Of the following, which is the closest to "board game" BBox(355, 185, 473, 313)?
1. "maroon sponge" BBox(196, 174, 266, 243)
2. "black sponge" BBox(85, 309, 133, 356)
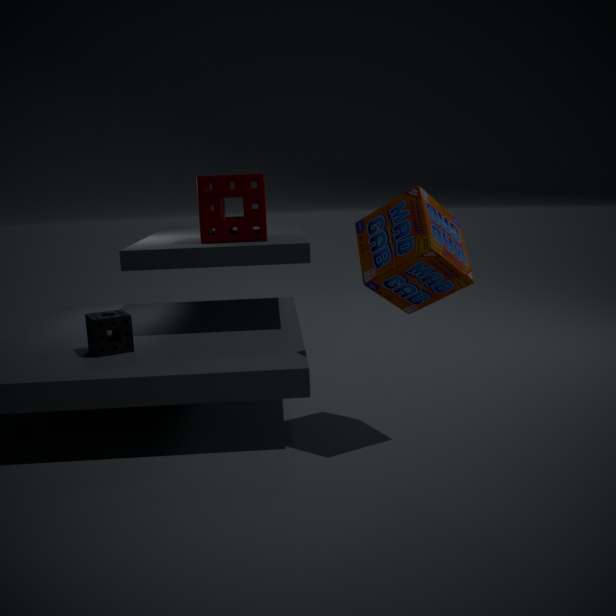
"maroon sponge" BBox(196, 174, 266, 243)
